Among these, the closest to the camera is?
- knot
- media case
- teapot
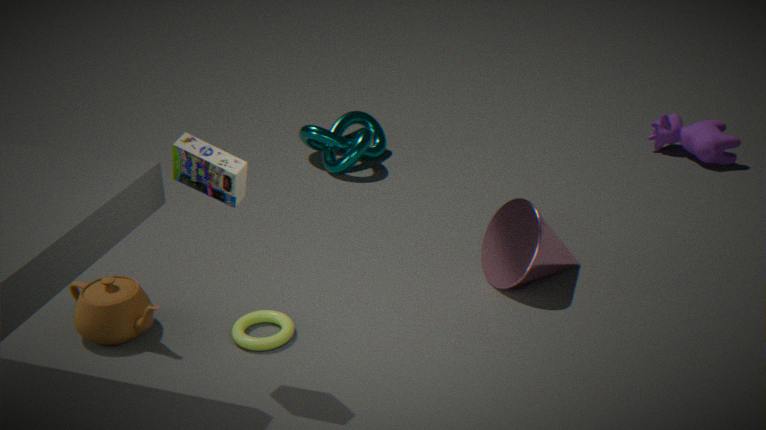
media case
